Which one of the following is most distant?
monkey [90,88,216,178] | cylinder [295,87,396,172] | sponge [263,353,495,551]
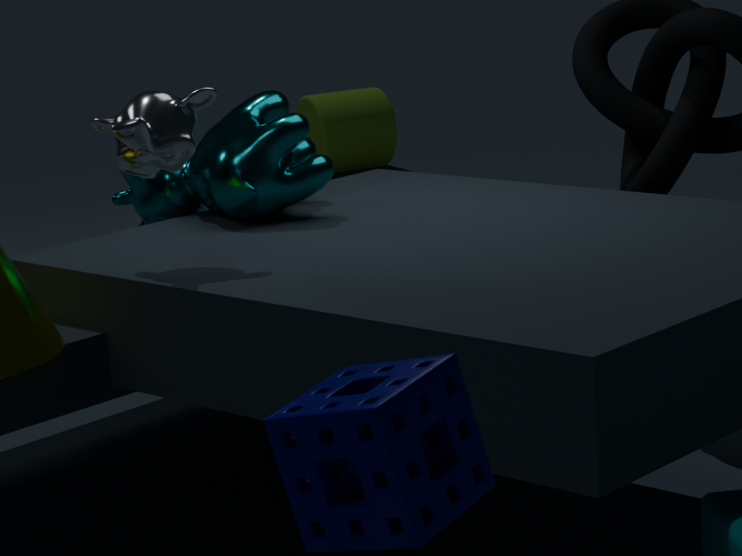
cylinder [295,87,396,172]
